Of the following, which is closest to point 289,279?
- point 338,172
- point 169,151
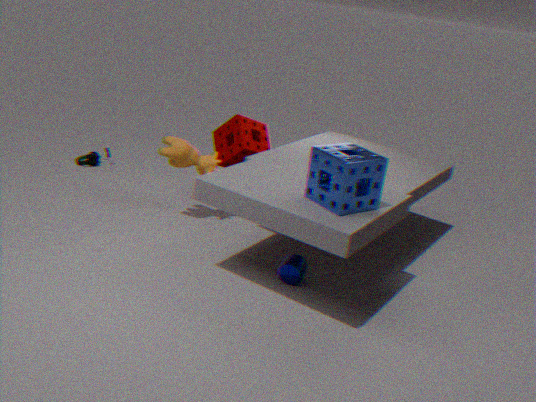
point 338,172
